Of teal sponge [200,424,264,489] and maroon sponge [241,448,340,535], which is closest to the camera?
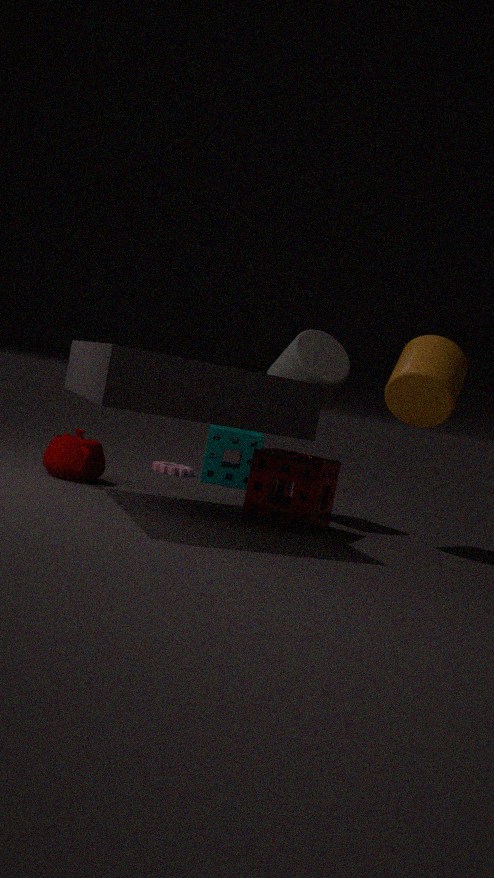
maroon sponge [241,448,340,535]
